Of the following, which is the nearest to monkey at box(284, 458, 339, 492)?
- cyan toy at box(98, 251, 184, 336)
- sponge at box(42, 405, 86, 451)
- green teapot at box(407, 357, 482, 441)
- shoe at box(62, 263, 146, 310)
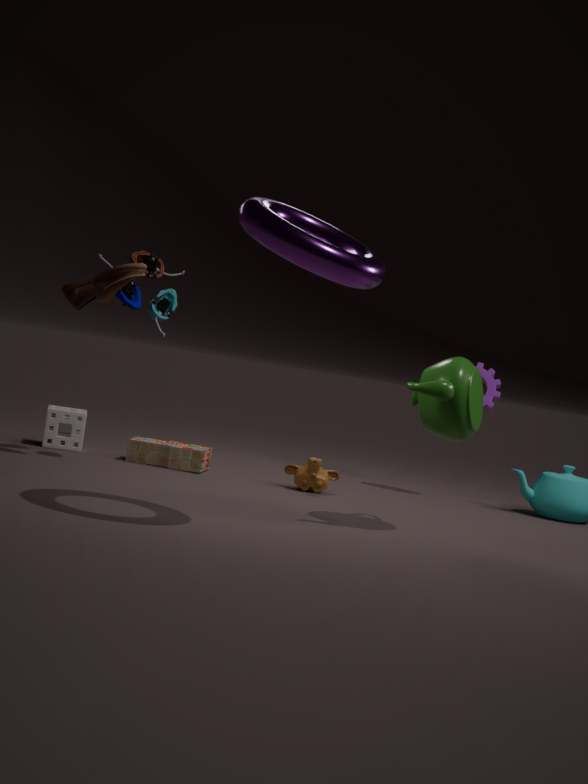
green teapot at box(407, 357, 482, 441)
